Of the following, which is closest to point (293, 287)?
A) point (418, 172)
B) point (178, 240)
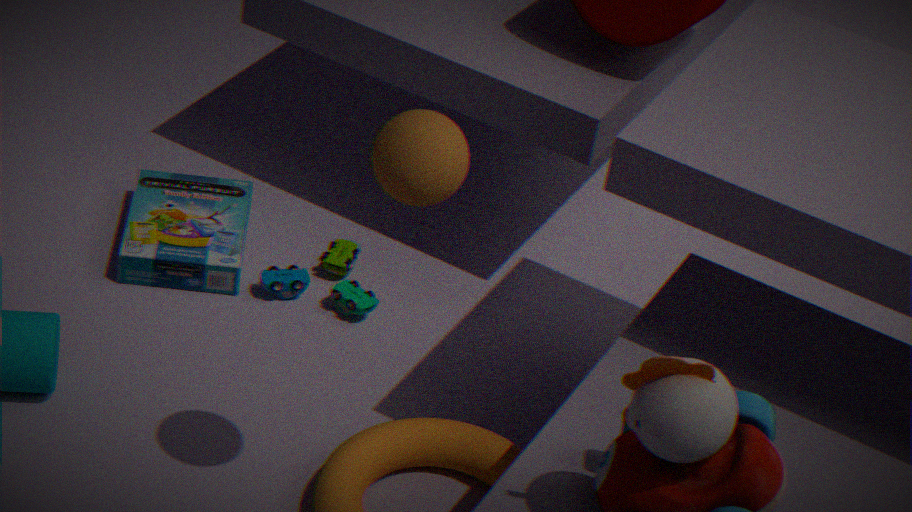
point (178, 240)
